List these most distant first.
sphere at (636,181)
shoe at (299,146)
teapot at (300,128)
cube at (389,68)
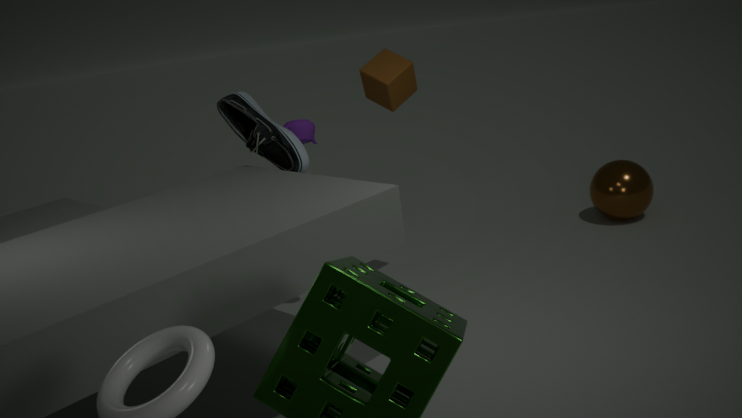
sphere at (636,181)
teapot at (300,128)
cube at (389,68)
shoe at (299,146)
